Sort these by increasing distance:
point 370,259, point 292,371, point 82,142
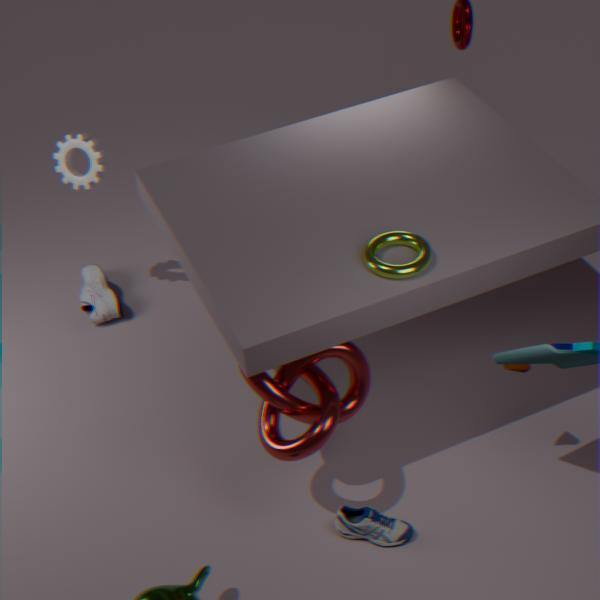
point 370,259
point 292,371
point 82,142
